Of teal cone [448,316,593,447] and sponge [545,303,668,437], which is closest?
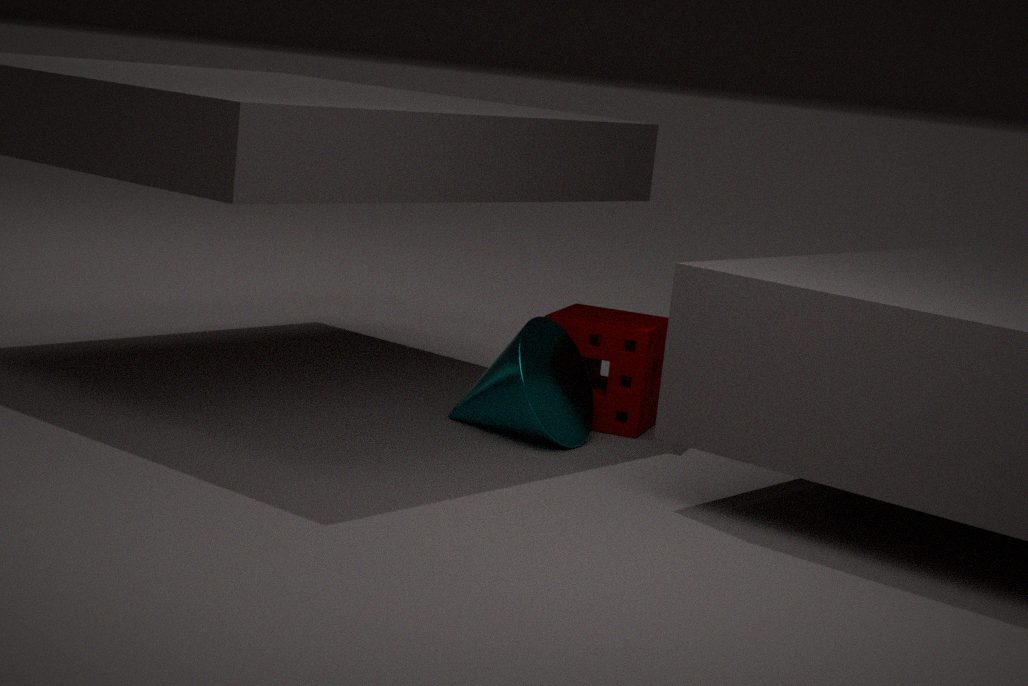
teal cone [448,316,593,447]
